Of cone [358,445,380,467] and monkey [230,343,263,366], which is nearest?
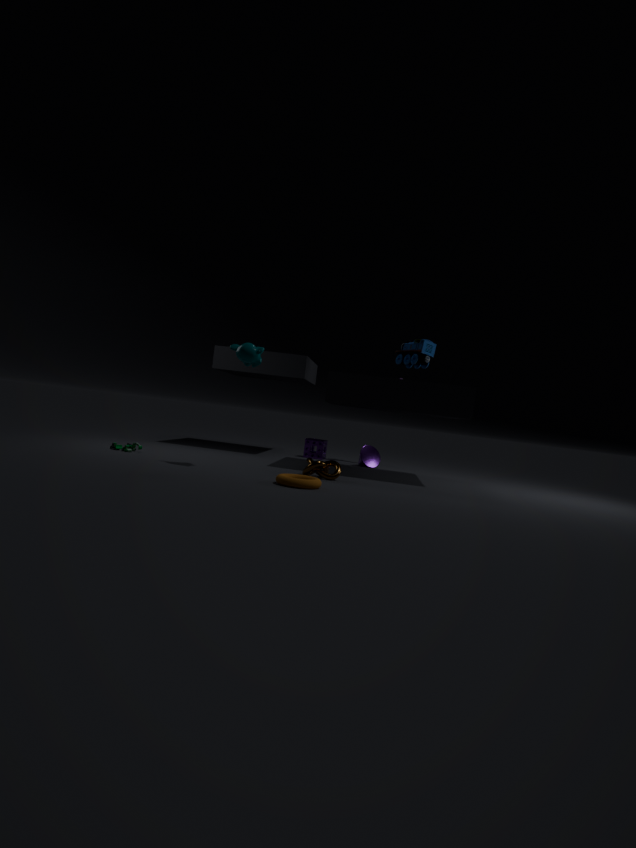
→ monkey [230,343,263,366]
